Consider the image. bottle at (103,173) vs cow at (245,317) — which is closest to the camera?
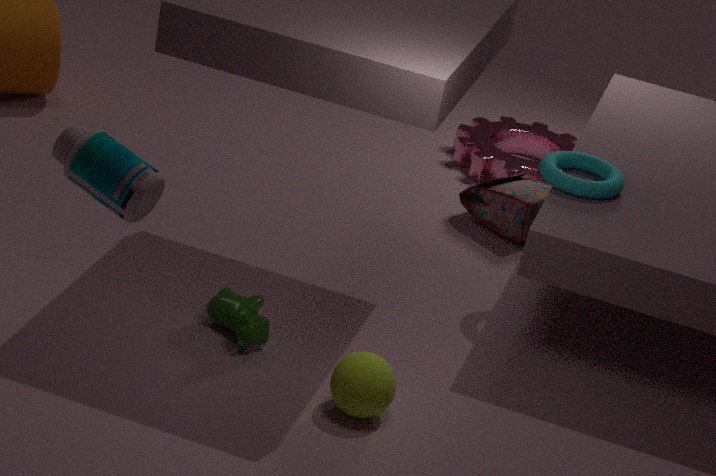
bottle at (103,173)
